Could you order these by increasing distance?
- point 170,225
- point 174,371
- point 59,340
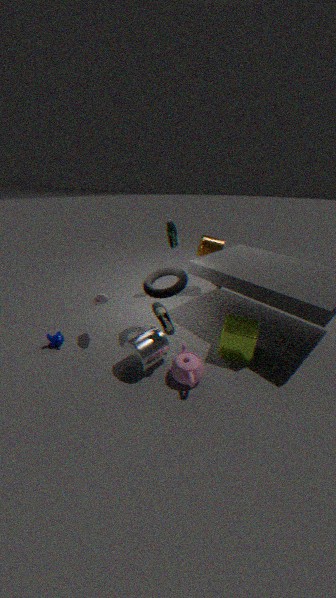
1. point 174,371
2. point 59,340
3. point 170,225
